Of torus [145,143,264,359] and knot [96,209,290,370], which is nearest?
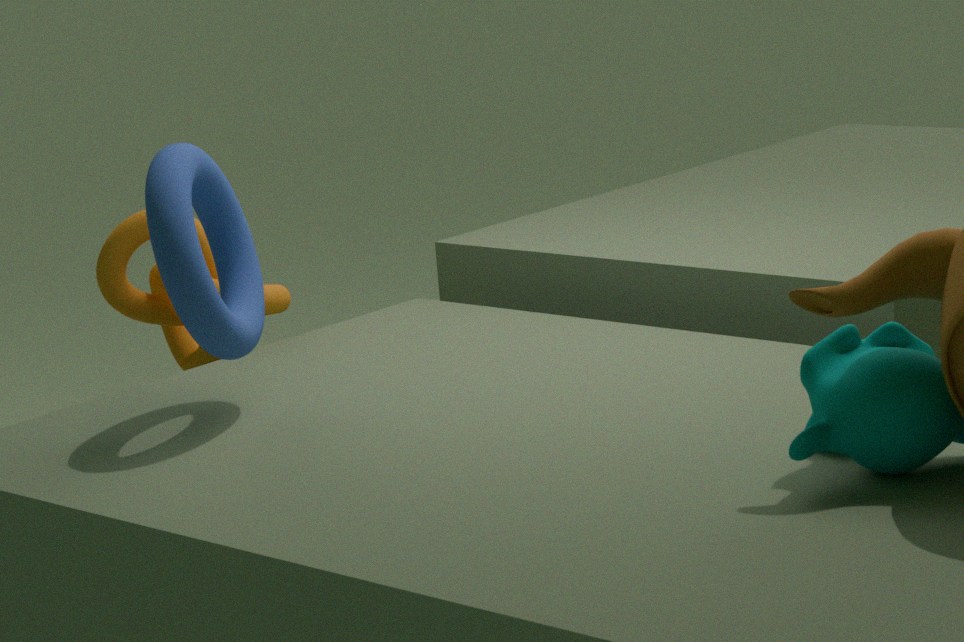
torus [145,143,264,359]
